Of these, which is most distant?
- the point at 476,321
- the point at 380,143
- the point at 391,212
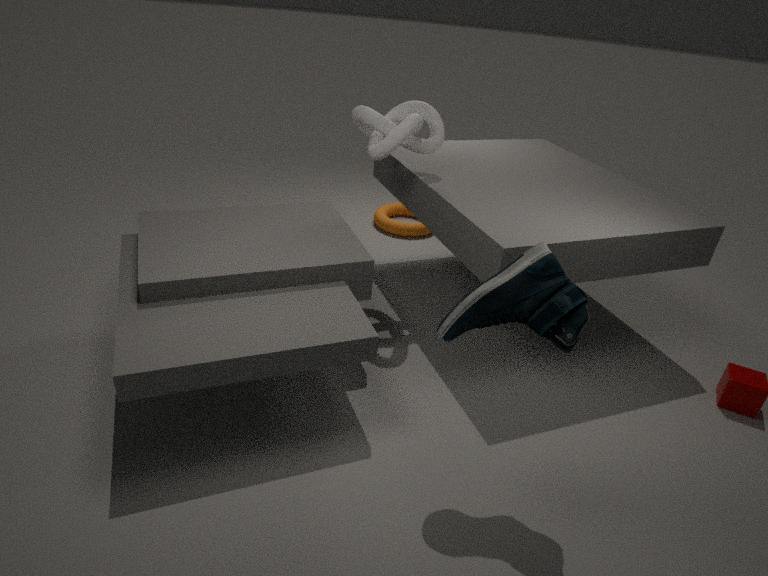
the point at 391,212
